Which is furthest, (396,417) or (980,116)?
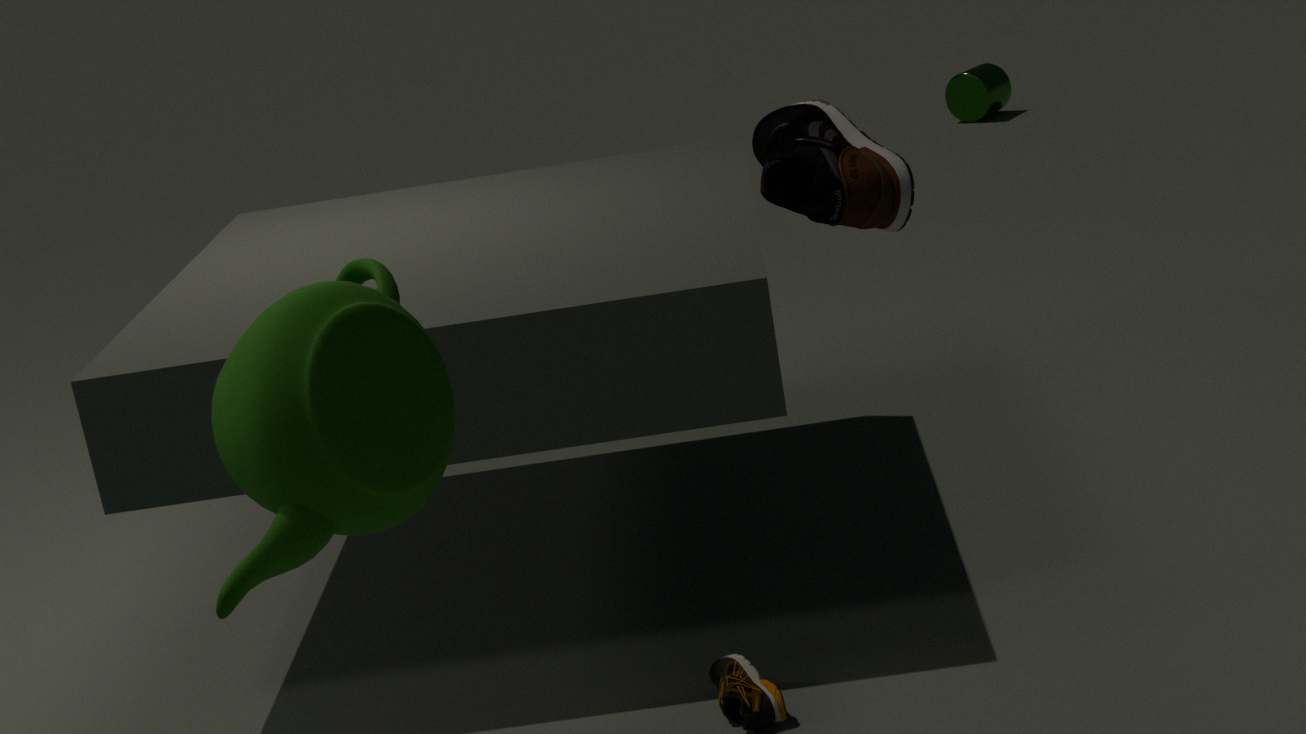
(980,116)
